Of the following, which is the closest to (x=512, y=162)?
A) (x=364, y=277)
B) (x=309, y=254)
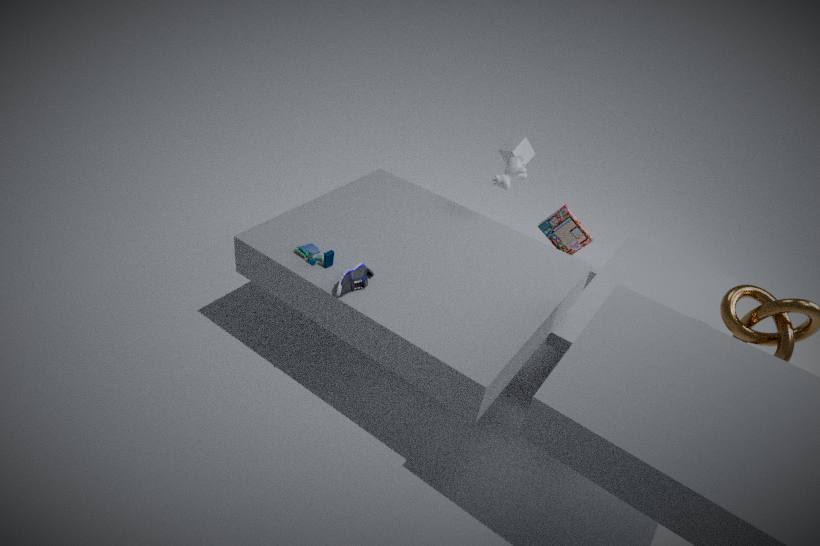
(x=364, y=277)
